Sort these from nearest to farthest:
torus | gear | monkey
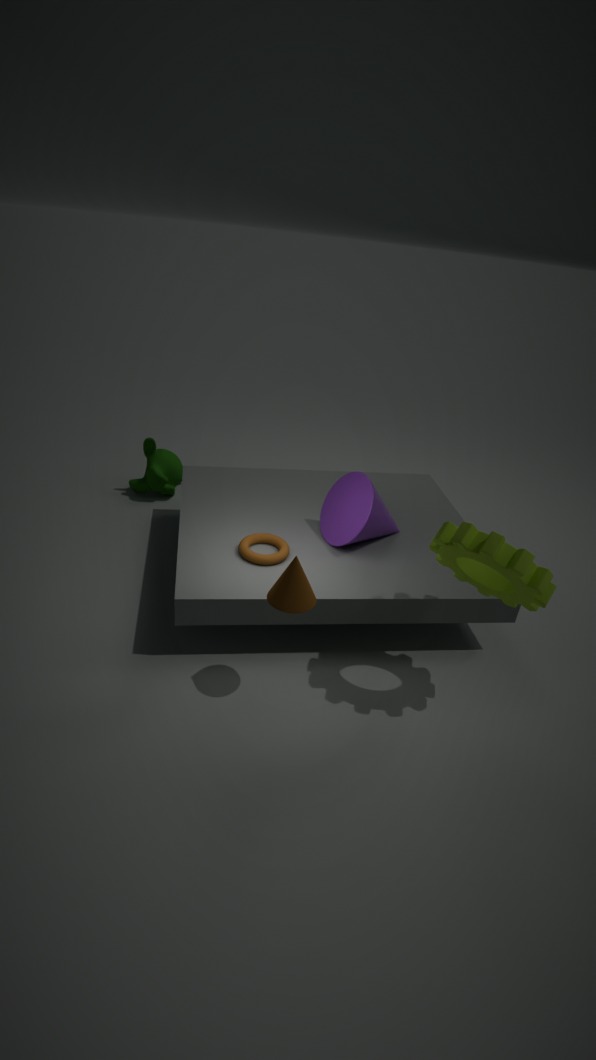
gear, torus, monkey
